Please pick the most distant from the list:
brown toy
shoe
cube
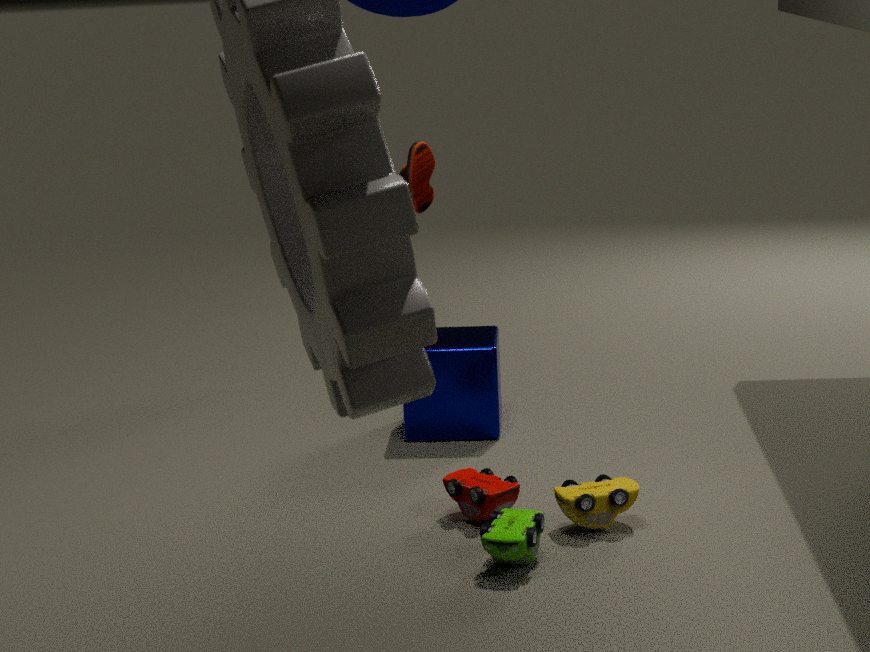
shoe
